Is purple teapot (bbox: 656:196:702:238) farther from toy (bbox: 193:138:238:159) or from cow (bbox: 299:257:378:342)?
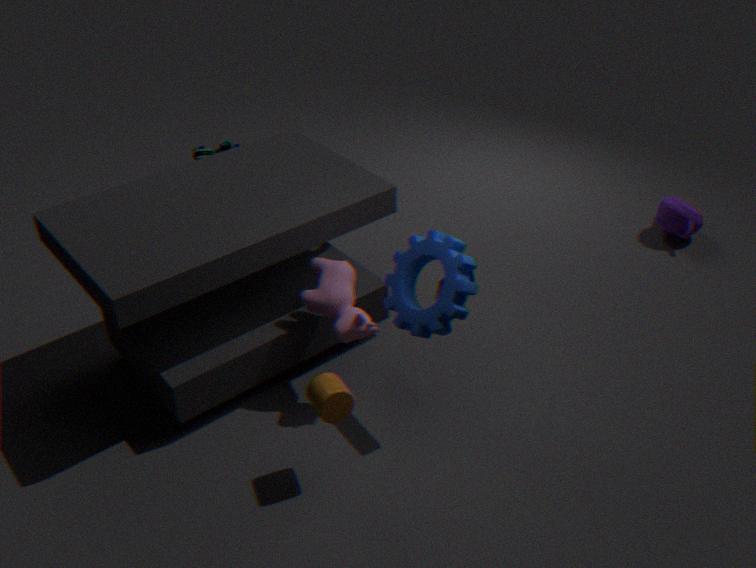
toy (bbox: 193:138:238:159)
